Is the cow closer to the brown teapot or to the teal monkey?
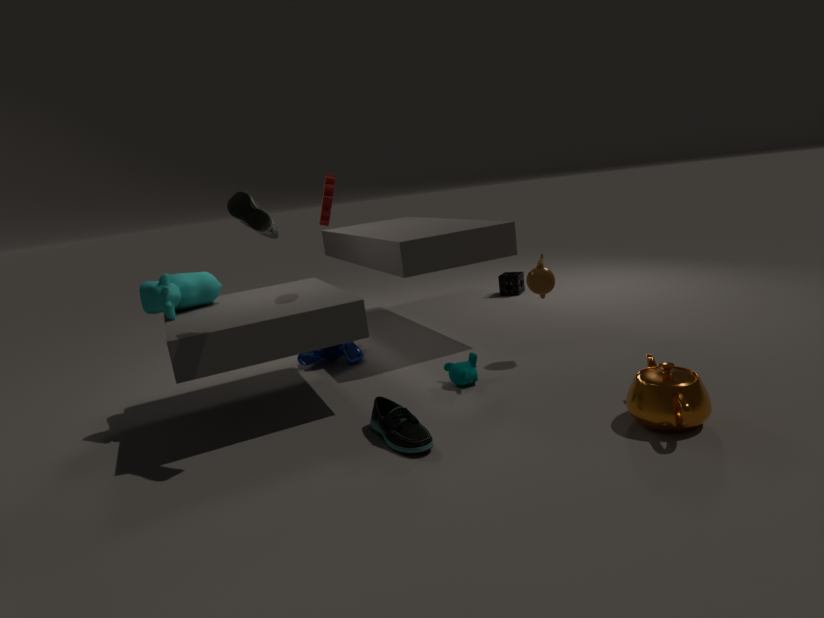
the teal monkey
